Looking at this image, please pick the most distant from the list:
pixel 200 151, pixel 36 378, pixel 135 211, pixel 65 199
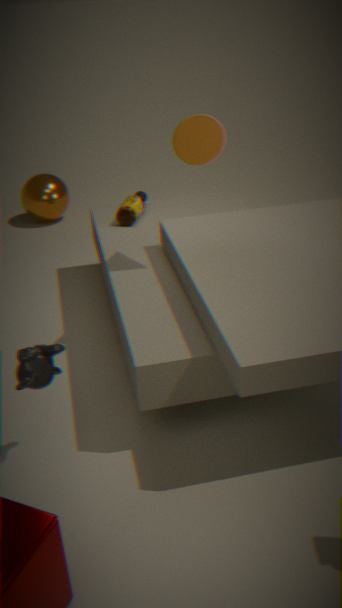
pixel 65 199
